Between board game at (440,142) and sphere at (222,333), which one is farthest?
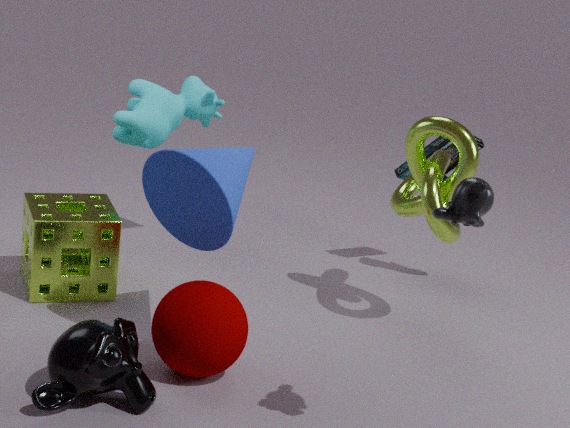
board game at (440,142)
